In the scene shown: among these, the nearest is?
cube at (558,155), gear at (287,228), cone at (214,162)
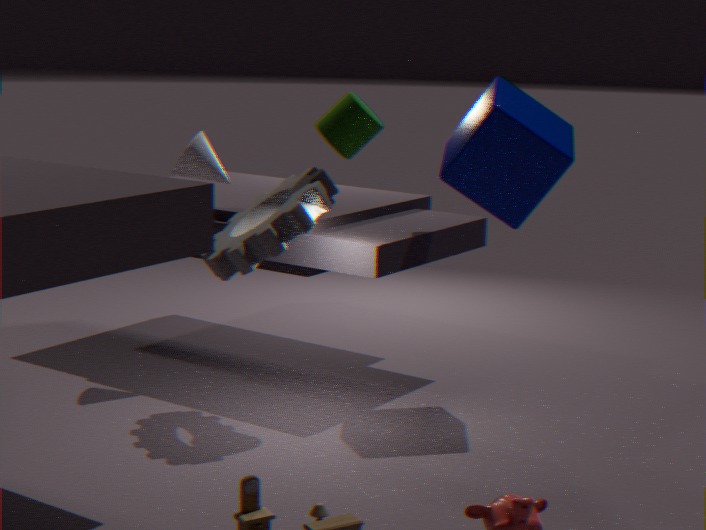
gear at (287,228)
